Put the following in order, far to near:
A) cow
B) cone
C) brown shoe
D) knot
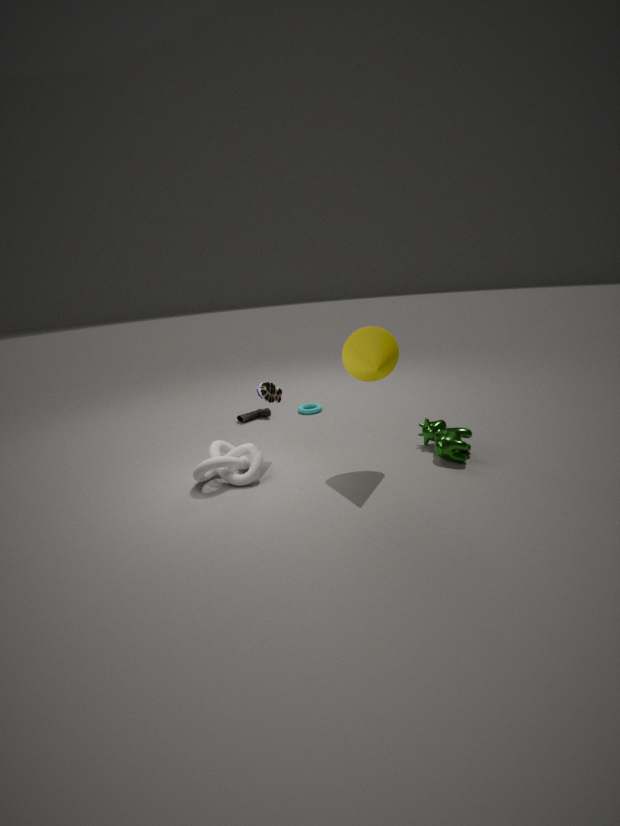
1. brown shoe
2. cow
3. knot
4. cone
